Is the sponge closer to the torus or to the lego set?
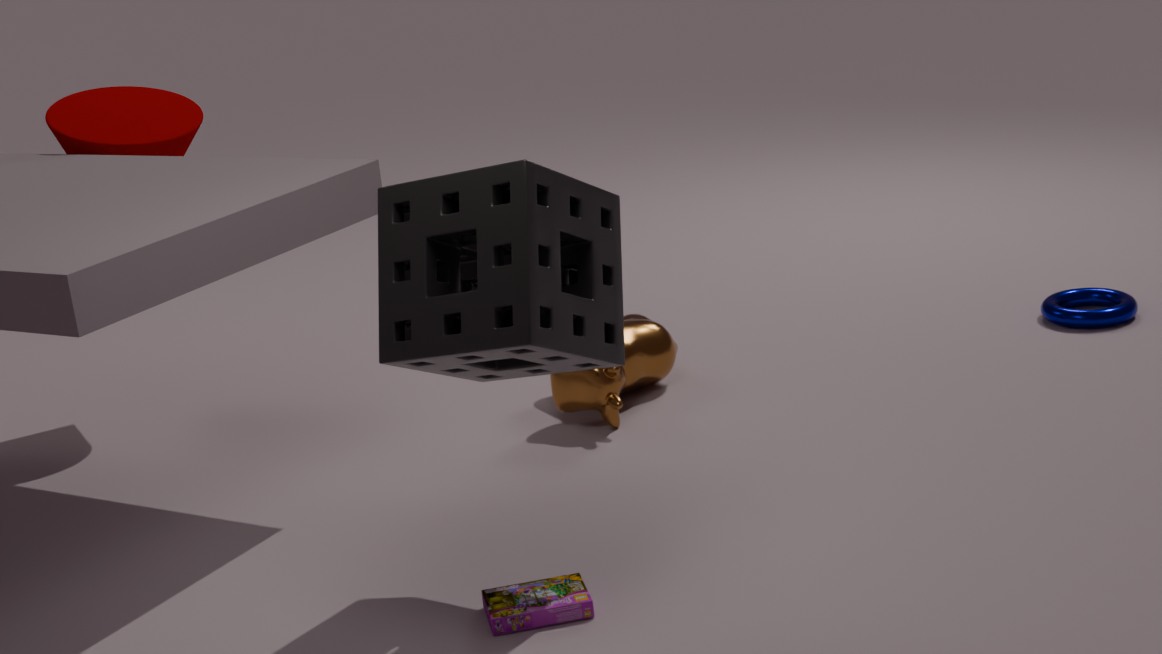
the lego set
